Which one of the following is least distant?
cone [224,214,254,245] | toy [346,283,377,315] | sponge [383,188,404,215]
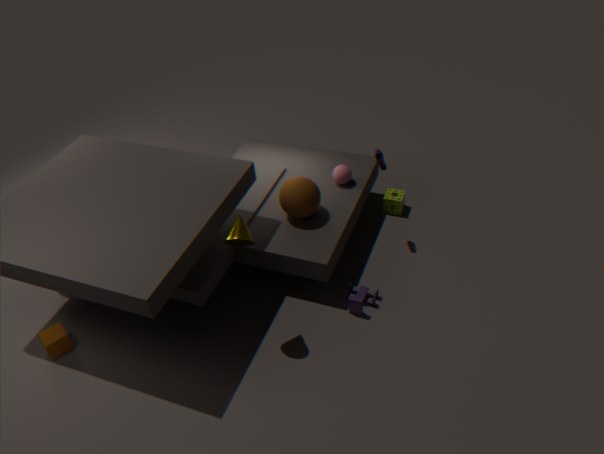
cone [224,214,254,245]
